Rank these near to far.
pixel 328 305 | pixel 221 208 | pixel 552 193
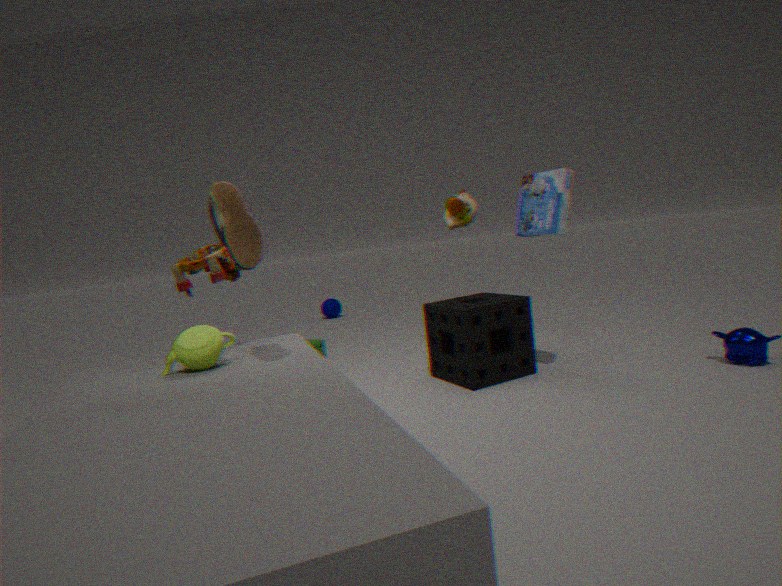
pixel 221 208
pixel 552 193
pixel 328 305
